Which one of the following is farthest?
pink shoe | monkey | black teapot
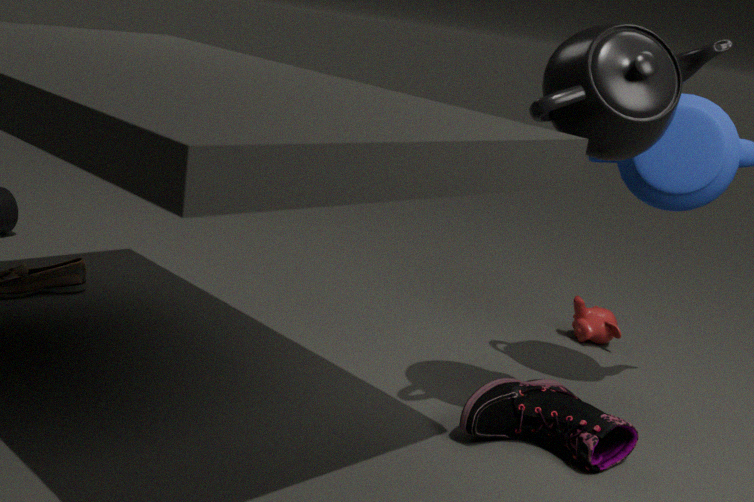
monkey
